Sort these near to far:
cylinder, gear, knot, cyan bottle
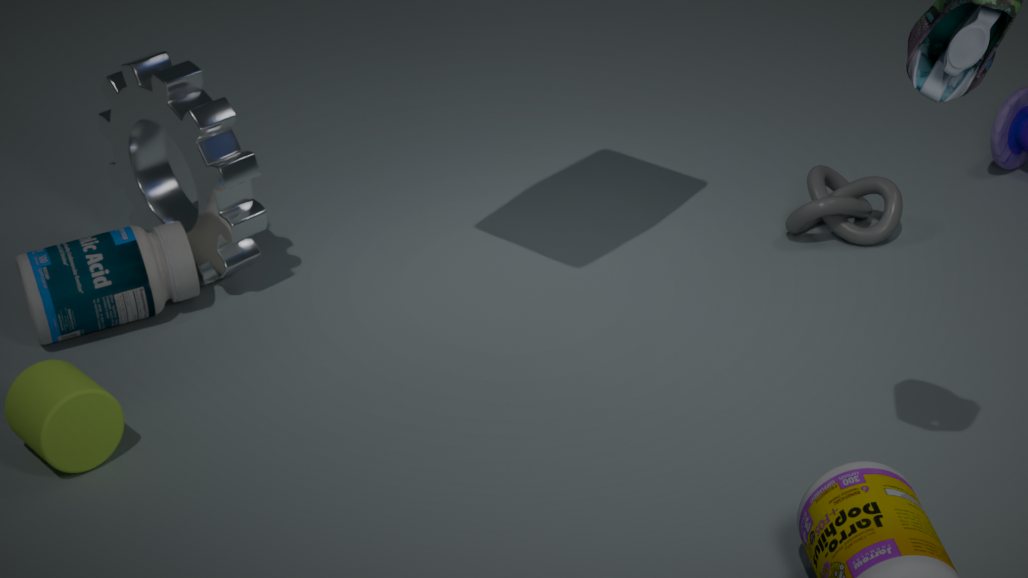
cylinder
cyan bottle
gear
knot
